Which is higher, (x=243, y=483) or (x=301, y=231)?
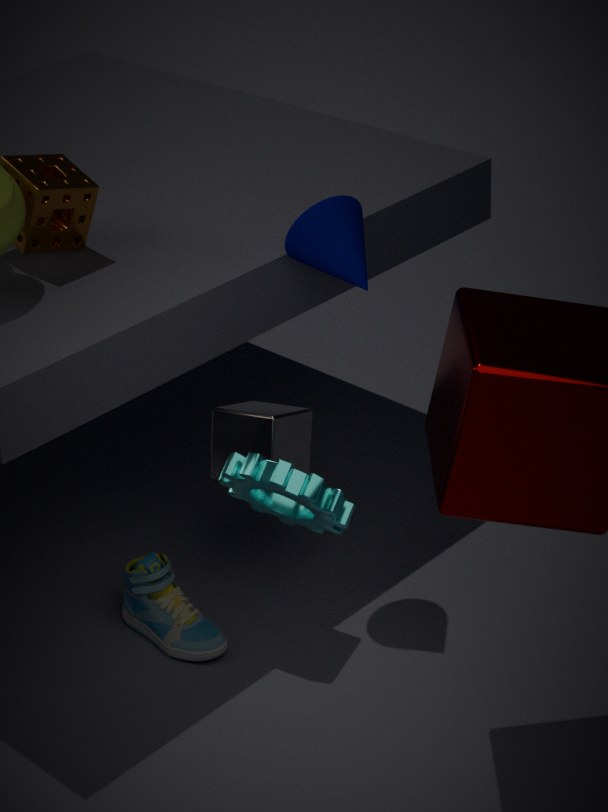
(x=301, y=231)
